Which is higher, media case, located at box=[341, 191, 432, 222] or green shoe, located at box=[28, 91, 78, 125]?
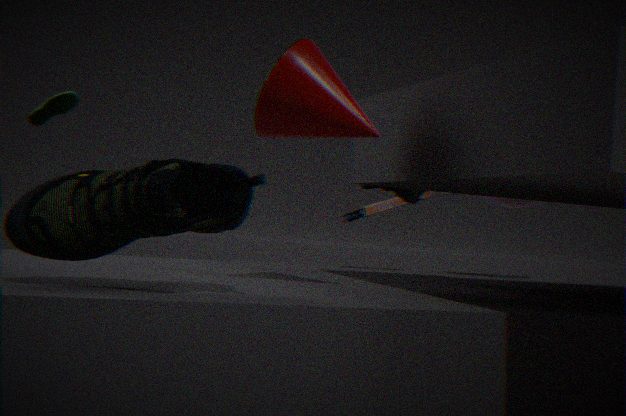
green shoe, located at box=[28, 91, 78, 125]
